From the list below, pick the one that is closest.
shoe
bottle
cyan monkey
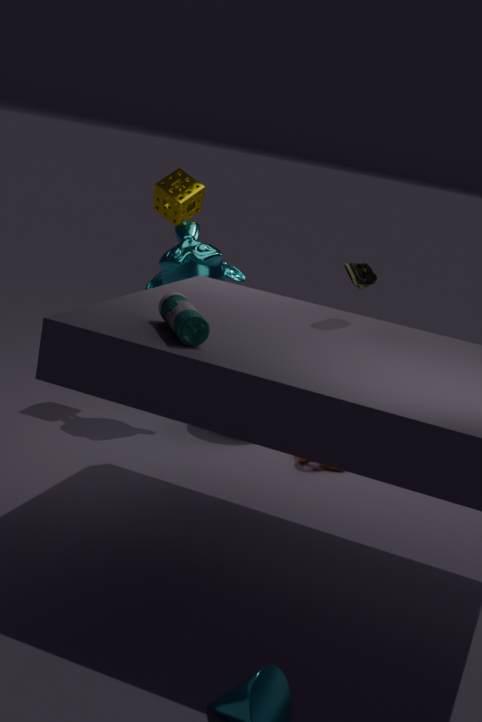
bottle
